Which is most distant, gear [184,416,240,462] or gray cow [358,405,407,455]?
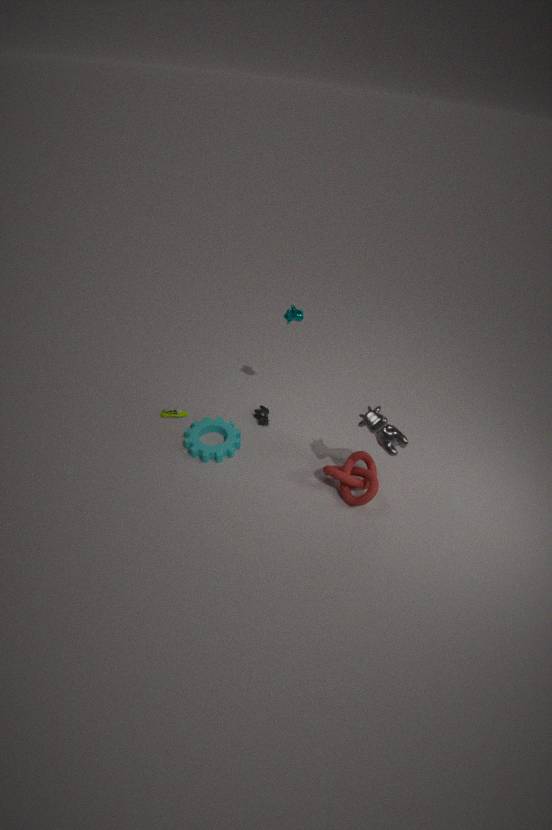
gear [184,416,240,462]
